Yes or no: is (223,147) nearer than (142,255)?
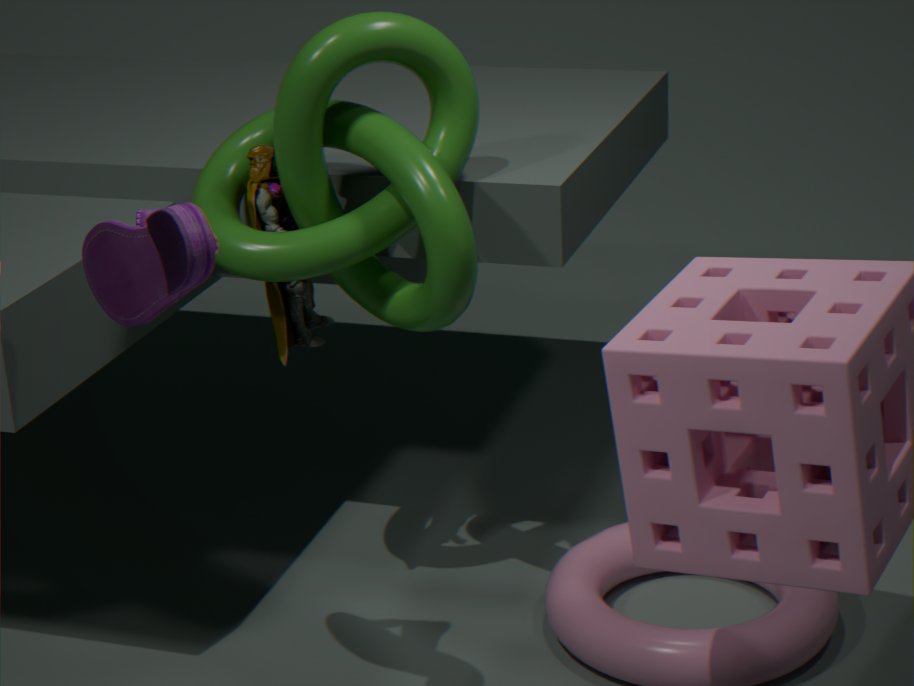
No
